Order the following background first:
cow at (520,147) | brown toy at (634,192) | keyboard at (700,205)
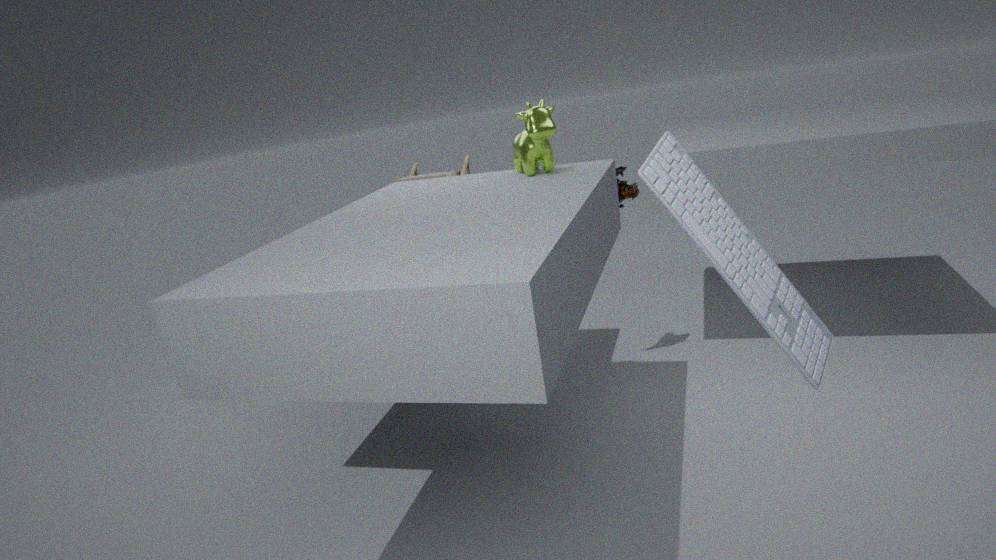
brown toy at (634,192) → cow at (520,147) → keyboard at (700,205)
